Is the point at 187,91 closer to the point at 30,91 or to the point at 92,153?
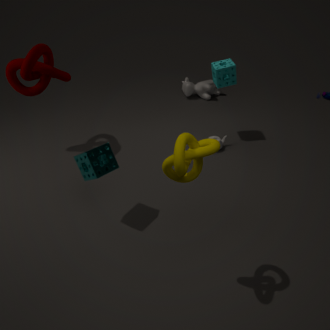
the point at 30,91
